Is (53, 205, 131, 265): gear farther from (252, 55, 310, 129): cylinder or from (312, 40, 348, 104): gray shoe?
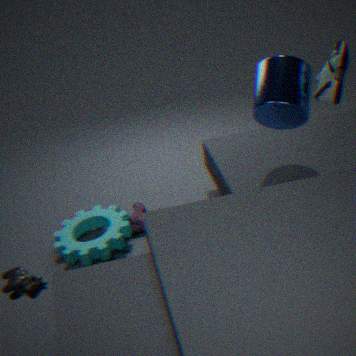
(312, 40, 348, 104): gray shoe
